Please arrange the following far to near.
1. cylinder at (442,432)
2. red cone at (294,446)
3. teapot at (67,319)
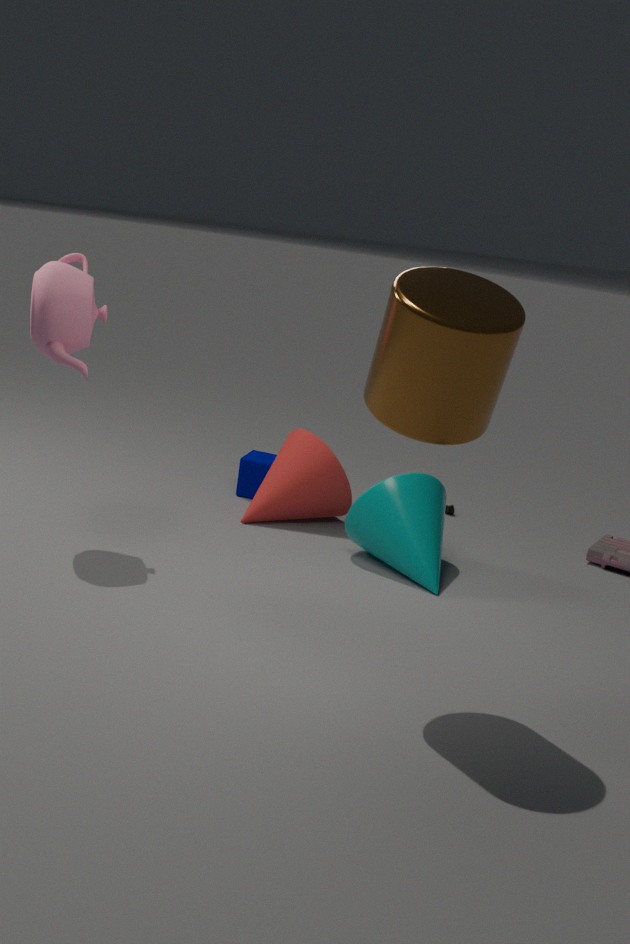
red cone at (294,446) < teapot at (67,319) < cylinder at (442,432)
